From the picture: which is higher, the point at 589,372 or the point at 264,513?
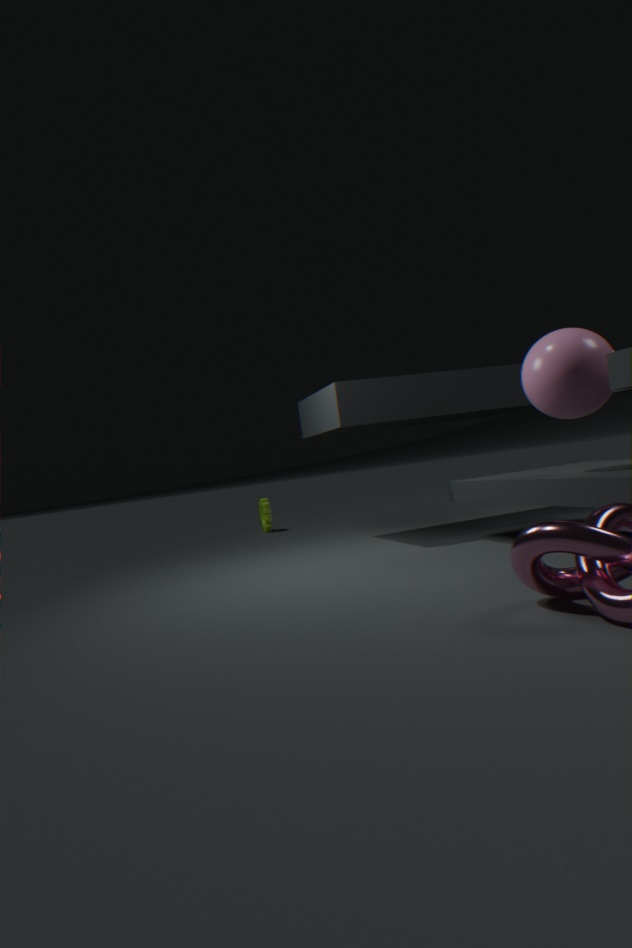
the point at 589,372
